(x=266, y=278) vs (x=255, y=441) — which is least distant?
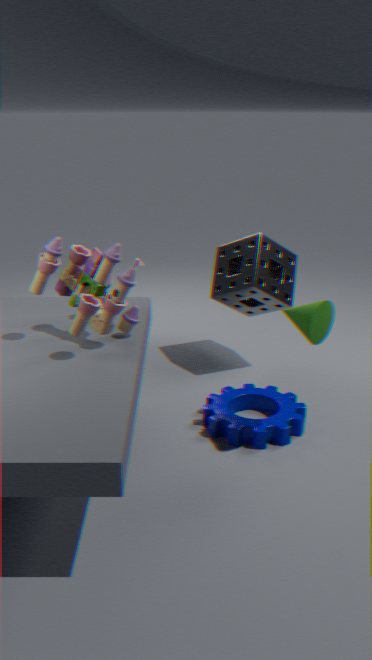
(x=255, y=441)
